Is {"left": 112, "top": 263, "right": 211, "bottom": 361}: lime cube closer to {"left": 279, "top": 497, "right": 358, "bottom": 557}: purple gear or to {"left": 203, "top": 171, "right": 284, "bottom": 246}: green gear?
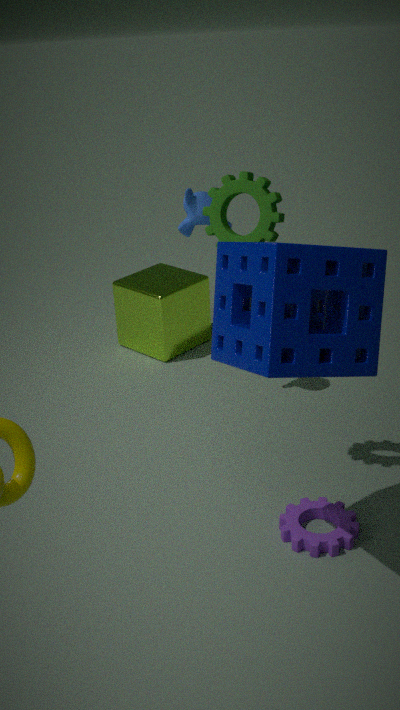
{"left": 203, "top": 171, "right": 284, "bottom": 246}: green gear
